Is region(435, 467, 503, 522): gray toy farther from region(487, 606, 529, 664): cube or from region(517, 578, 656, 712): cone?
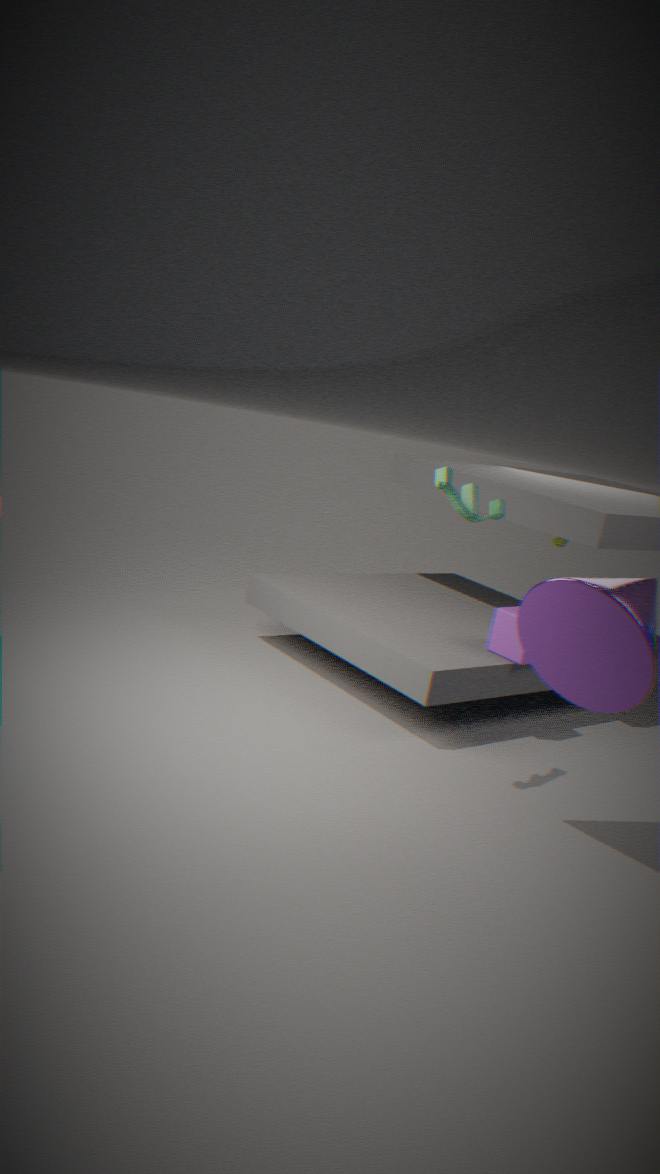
region(487, 606, 529, 664): cube
